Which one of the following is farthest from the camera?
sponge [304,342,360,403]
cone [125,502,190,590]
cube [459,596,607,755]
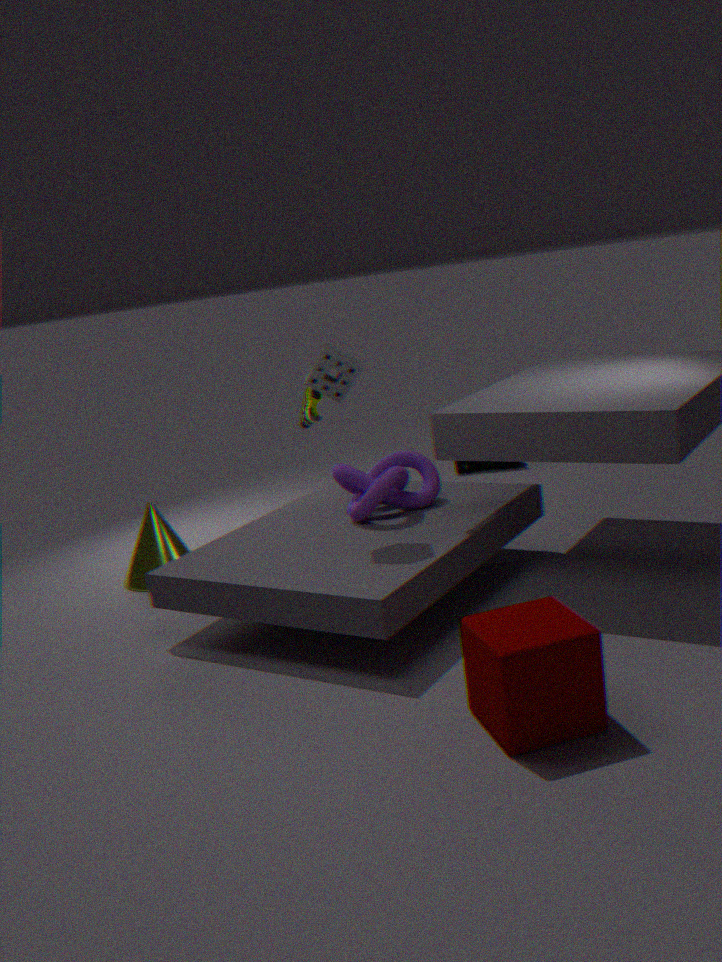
cone [125,502,190,590]
